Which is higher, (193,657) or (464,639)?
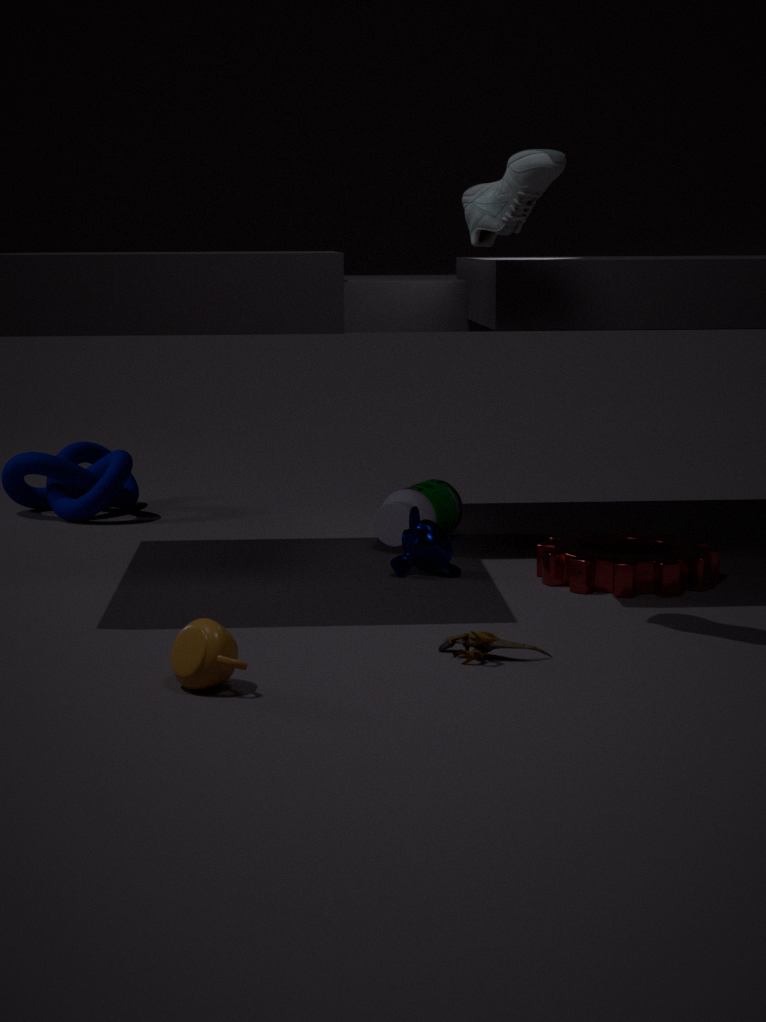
(193,657)
